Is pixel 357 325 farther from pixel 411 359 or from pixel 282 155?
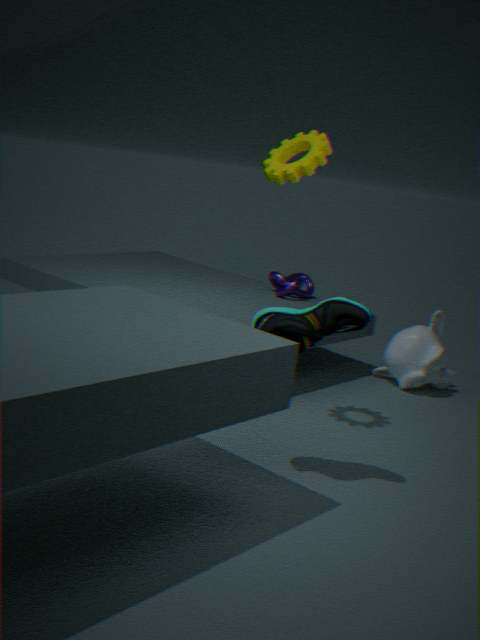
pixel 411 359
